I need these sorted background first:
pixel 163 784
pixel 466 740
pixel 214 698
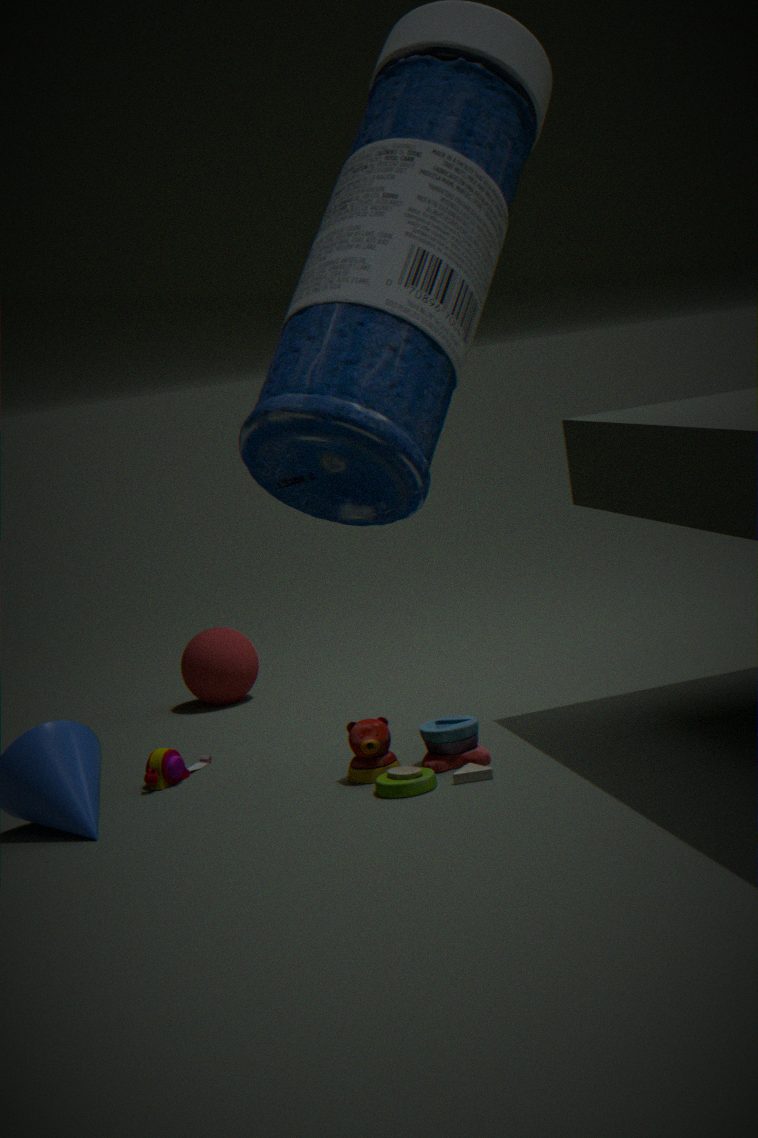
1. pixel 214 698
2. pixel 163 784
3. pixel 466 740
